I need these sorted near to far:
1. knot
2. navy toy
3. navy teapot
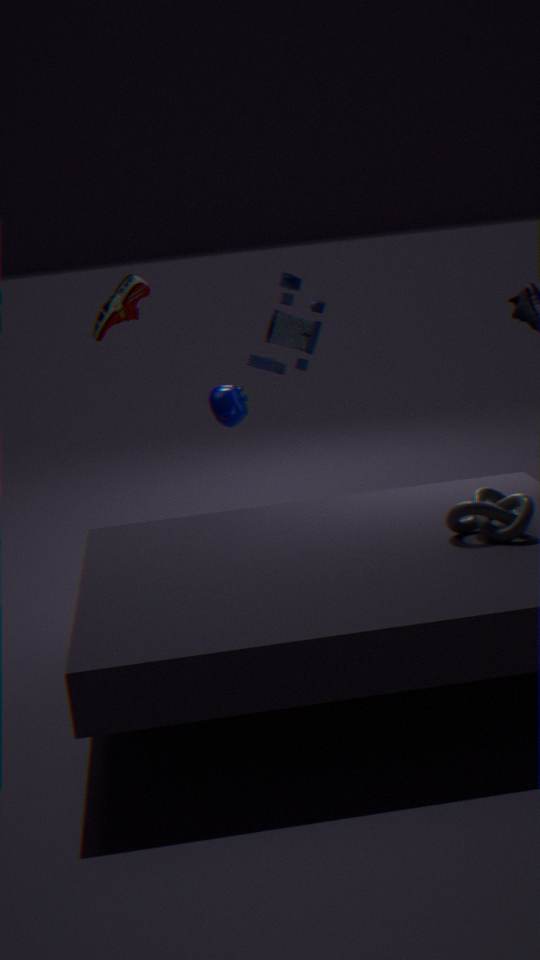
knot < navy teapot < navy toy
